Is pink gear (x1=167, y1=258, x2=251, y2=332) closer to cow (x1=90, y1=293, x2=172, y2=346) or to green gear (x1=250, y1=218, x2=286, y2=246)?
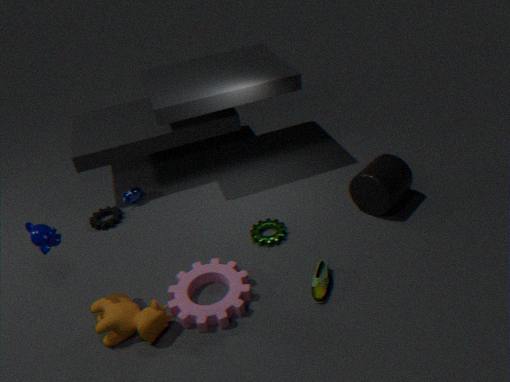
cow (x1=90, y1=293, x2=172, y2=346)
